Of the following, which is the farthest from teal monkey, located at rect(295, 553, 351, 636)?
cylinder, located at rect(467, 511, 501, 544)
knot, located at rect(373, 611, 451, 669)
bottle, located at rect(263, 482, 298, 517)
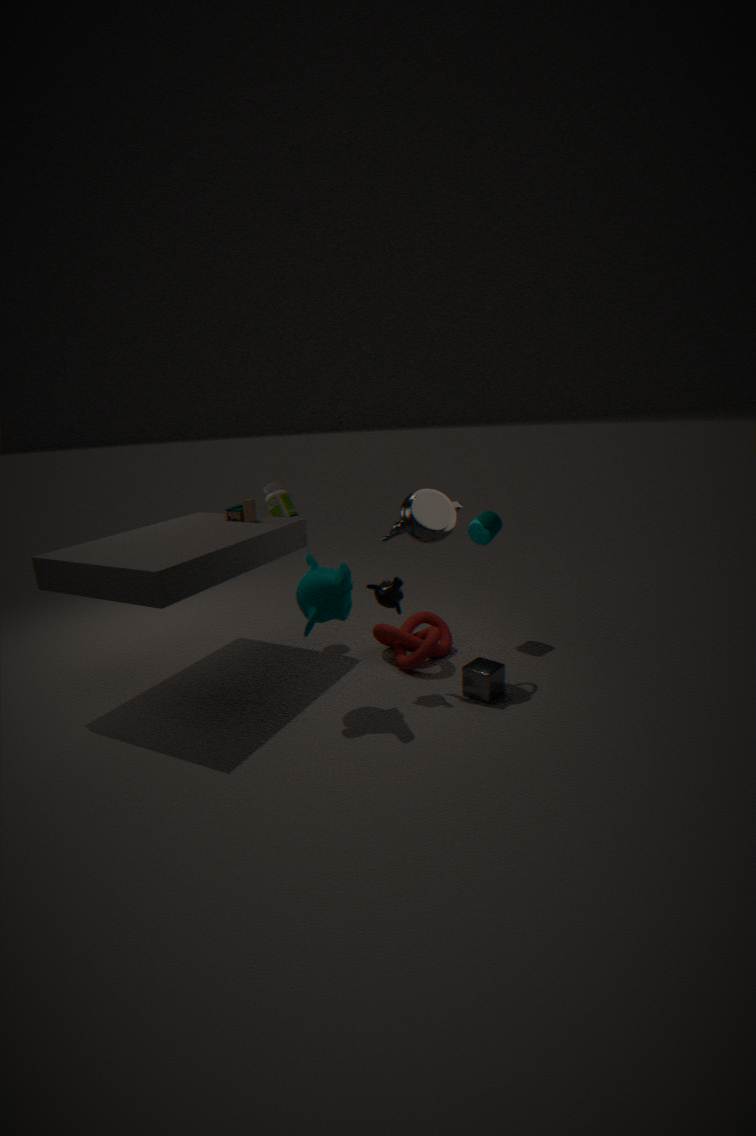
cylinder, located at rect(467, 511, 501, 544)
